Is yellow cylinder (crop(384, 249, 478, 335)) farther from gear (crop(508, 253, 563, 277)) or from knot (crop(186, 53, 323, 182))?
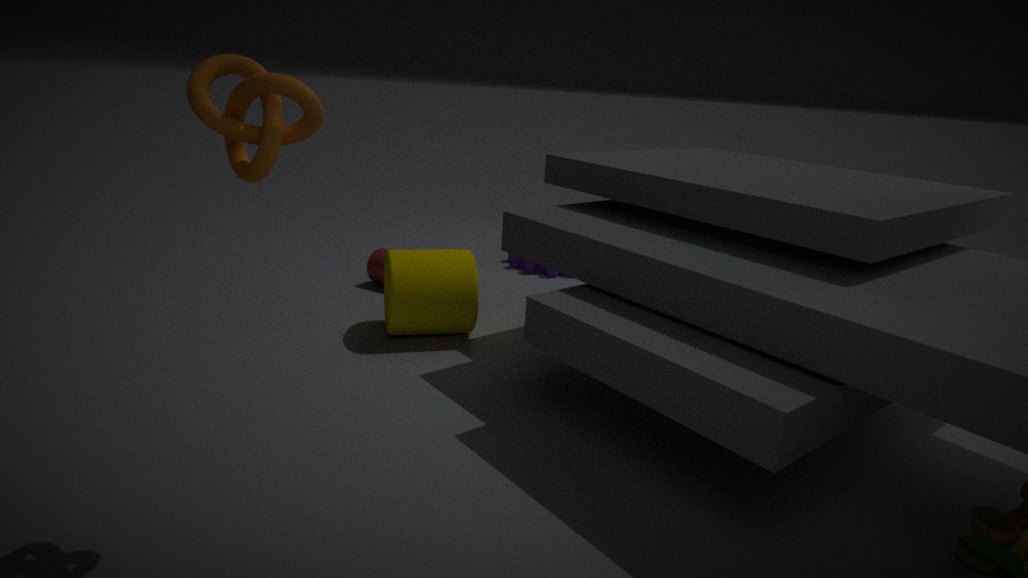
knot (crop(186, 53, 323, 182))
